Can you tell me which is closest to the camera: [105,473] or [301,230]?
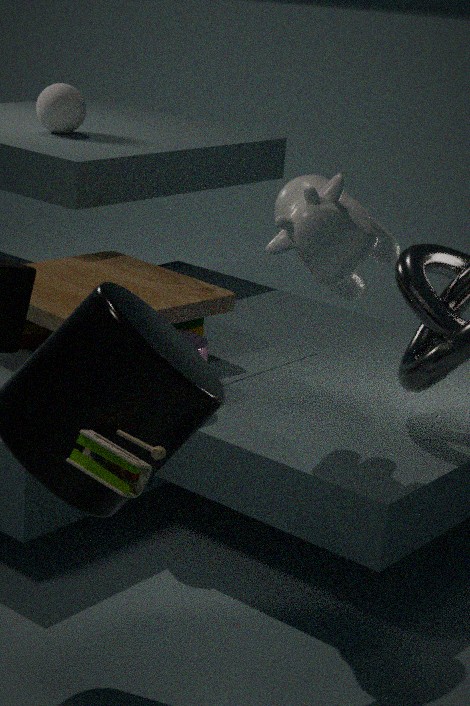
[105,473]
